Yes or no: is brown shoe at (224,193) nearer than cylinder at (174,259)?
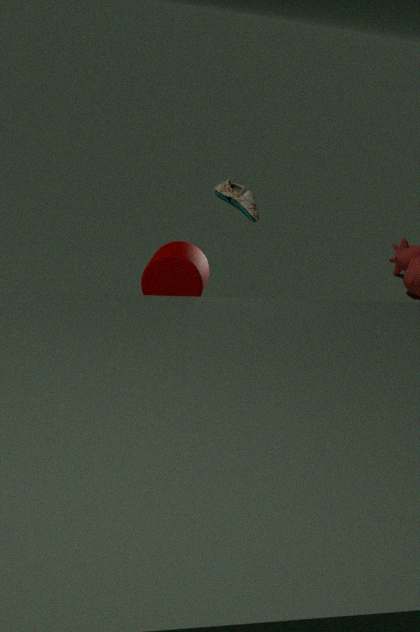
No
